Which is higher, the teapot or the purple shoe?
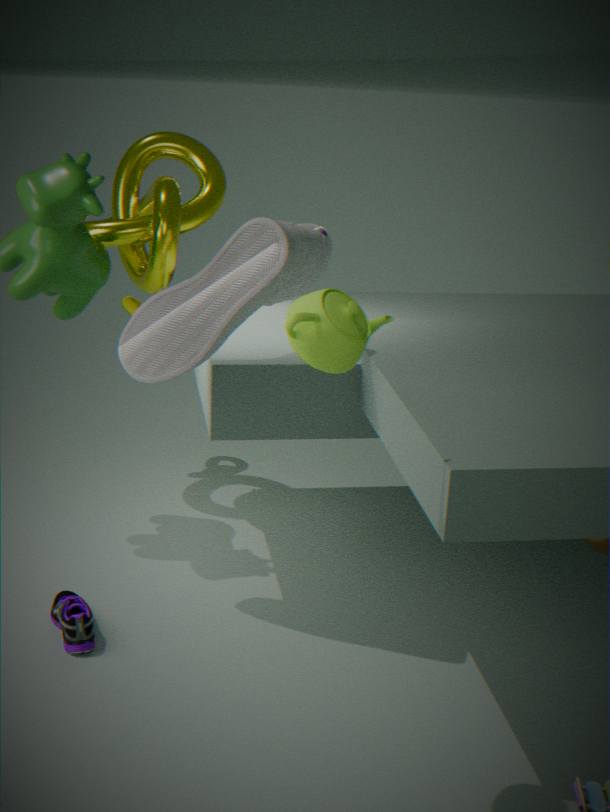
the teapot
